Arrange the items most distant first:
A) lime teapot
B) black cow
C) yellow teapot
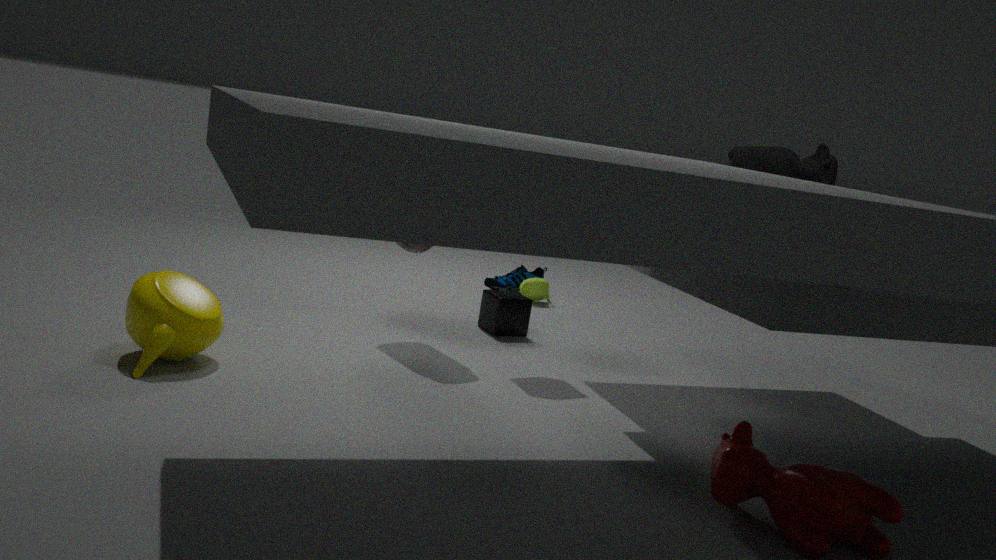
lime teapot, black cow, yellow teapot
